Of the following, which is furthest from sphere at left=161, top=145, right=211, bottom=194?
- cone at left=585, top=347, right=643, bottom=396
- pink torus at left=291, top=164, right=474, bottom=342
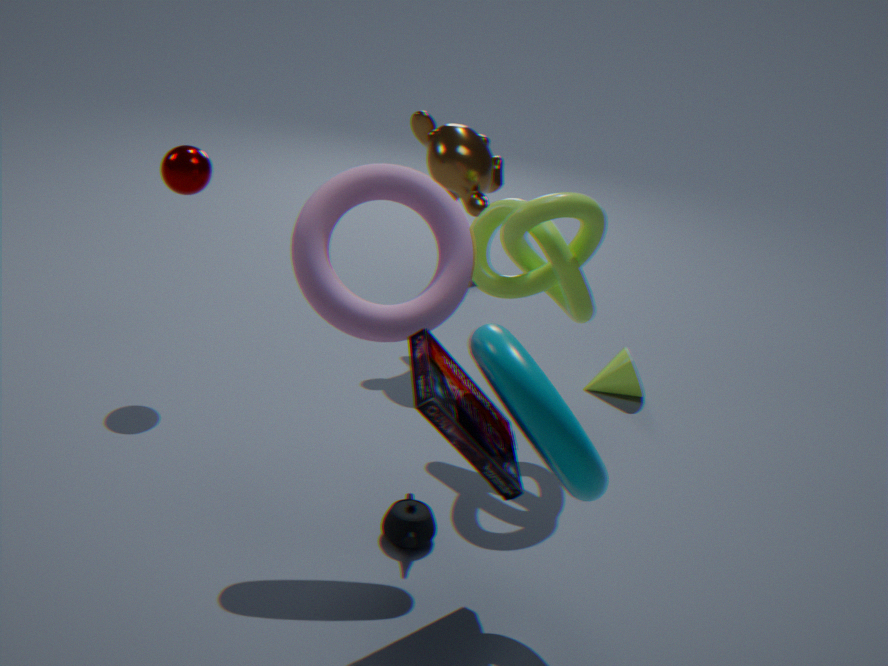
cone at left=585, top=347, right=643, bottom=396
